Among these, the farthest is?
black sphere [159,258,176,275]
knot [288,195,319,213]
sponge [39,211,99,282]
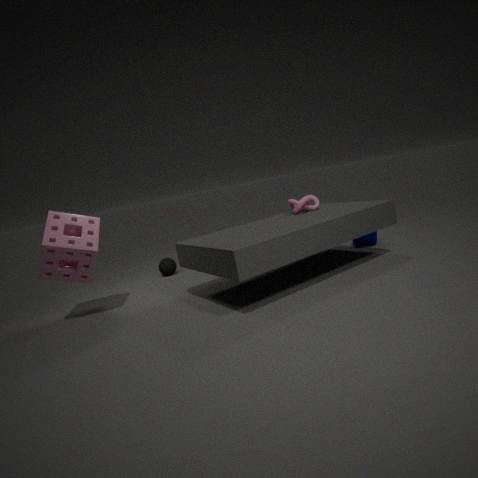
black sphere [159,258,176,275]
